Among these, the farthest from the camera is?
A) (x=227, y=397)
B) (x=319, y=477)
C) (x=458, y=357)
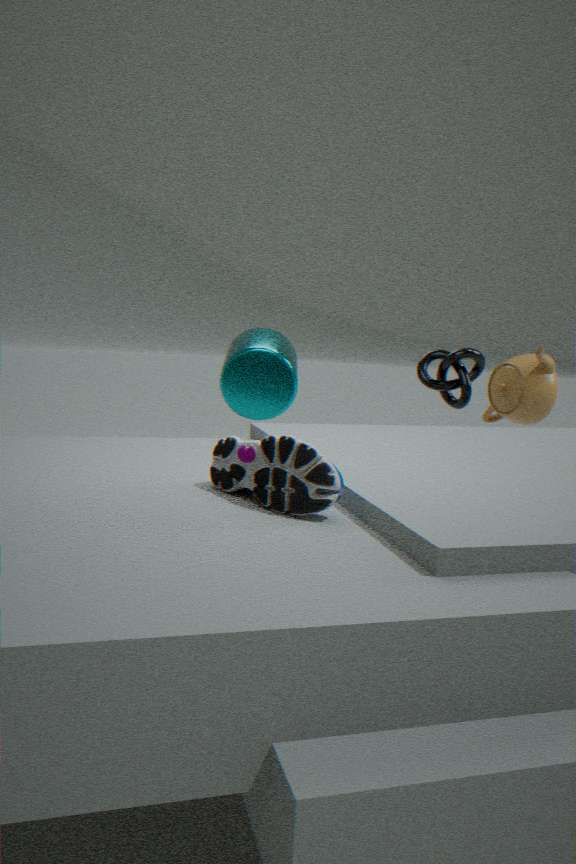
(x=227, y=397)
